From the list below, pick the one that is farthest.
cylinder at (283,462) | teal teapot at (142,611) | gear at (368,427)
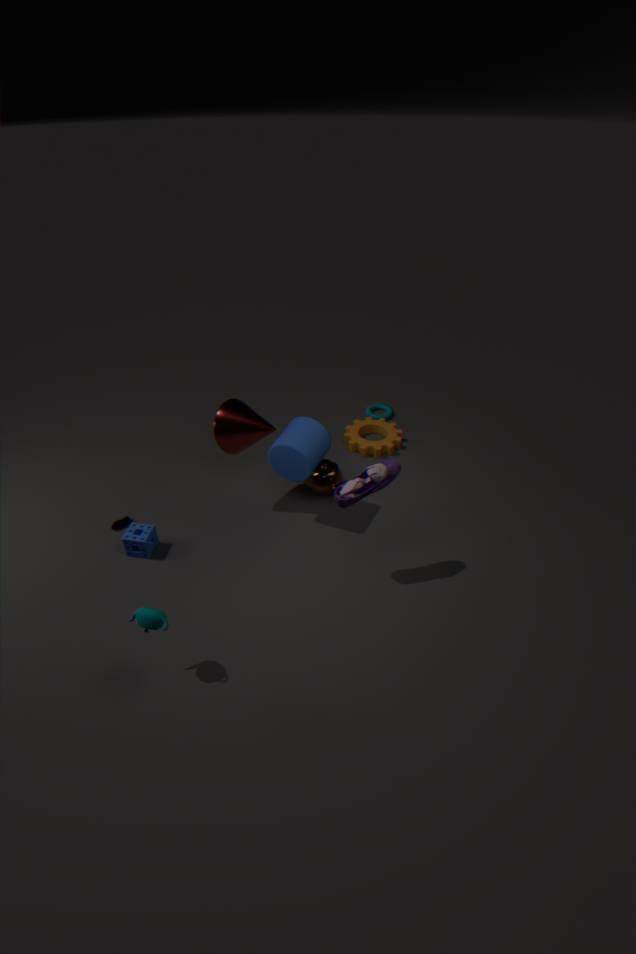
gear at (368,427)
